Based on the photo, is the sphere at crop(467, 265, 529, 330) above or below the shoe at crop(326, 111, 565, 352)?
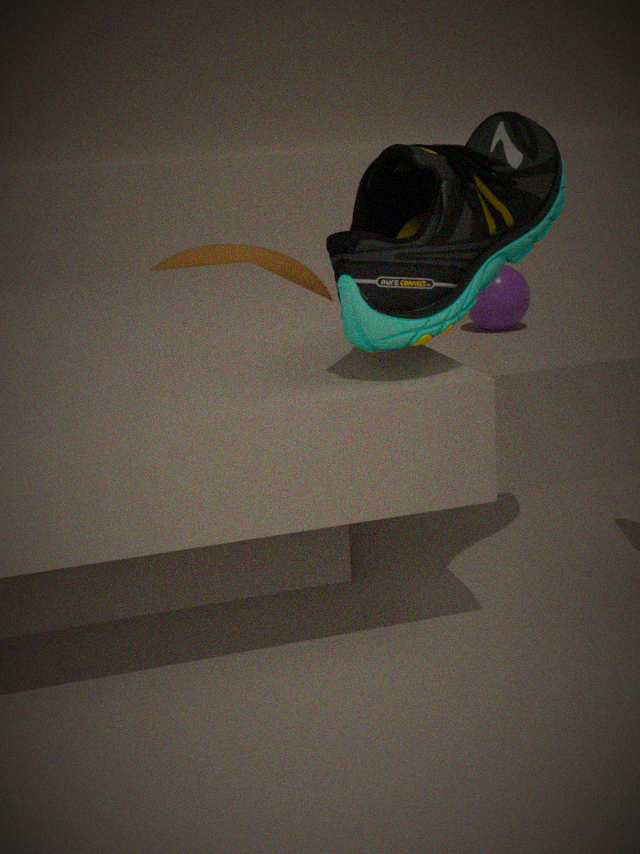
below
